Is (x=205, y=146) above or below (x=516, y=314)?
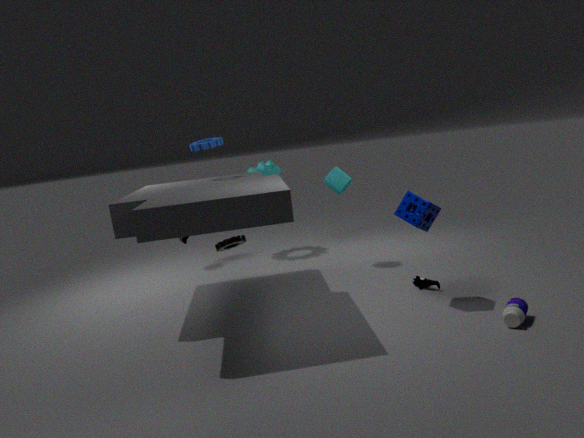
above
